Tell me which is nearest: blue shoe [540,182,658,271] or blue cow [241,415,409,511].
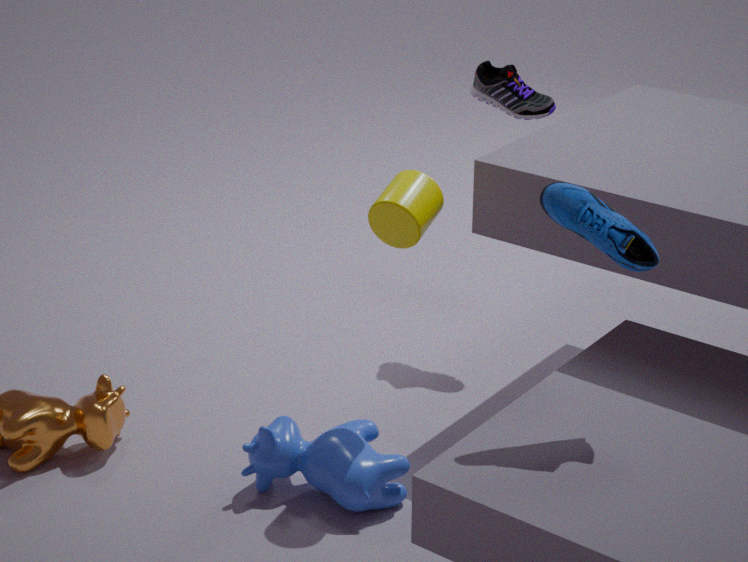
blue shoe [540,182,658,271]
